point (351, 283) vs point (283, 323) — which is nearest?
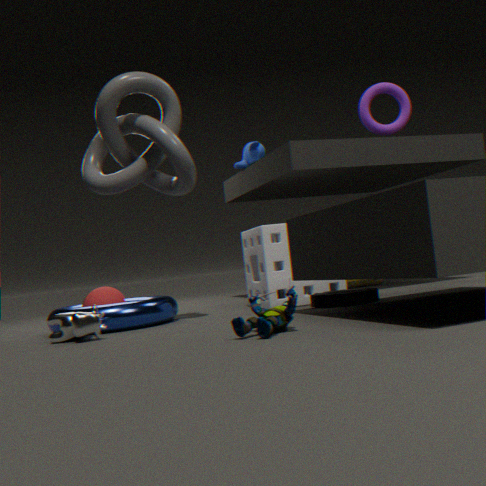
point (283, 323)
